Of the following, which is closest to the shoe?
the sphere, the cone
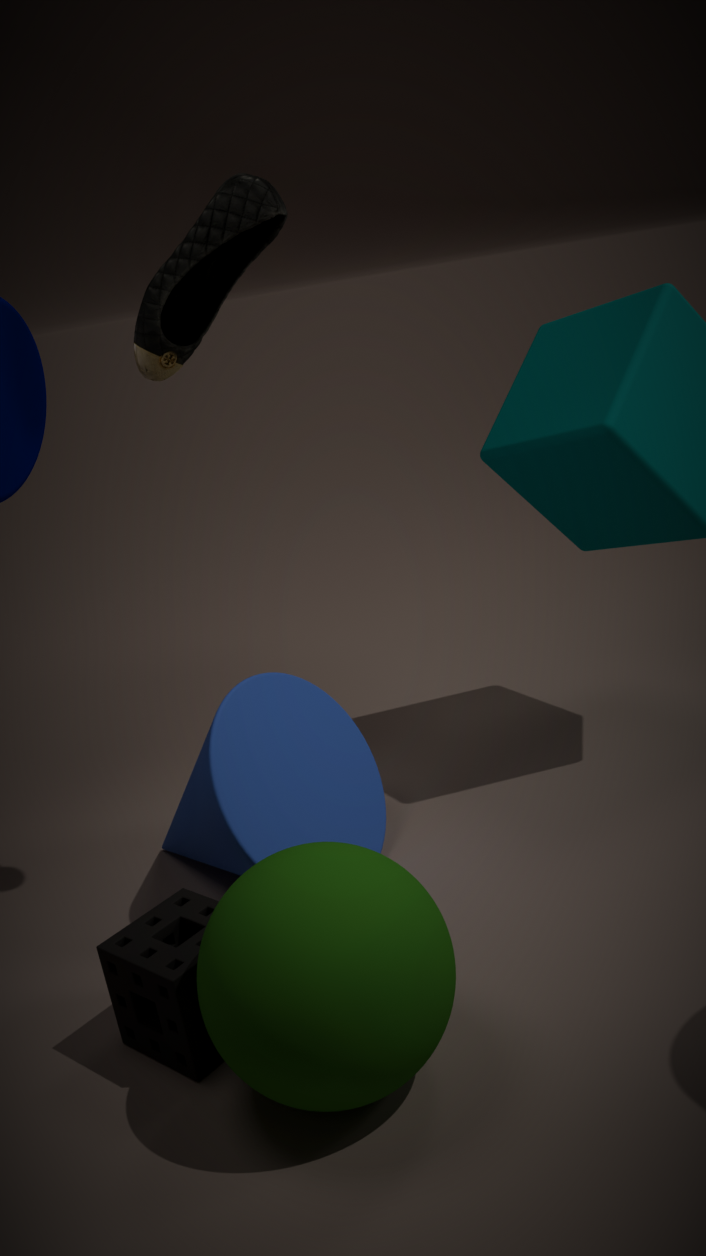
the cone
